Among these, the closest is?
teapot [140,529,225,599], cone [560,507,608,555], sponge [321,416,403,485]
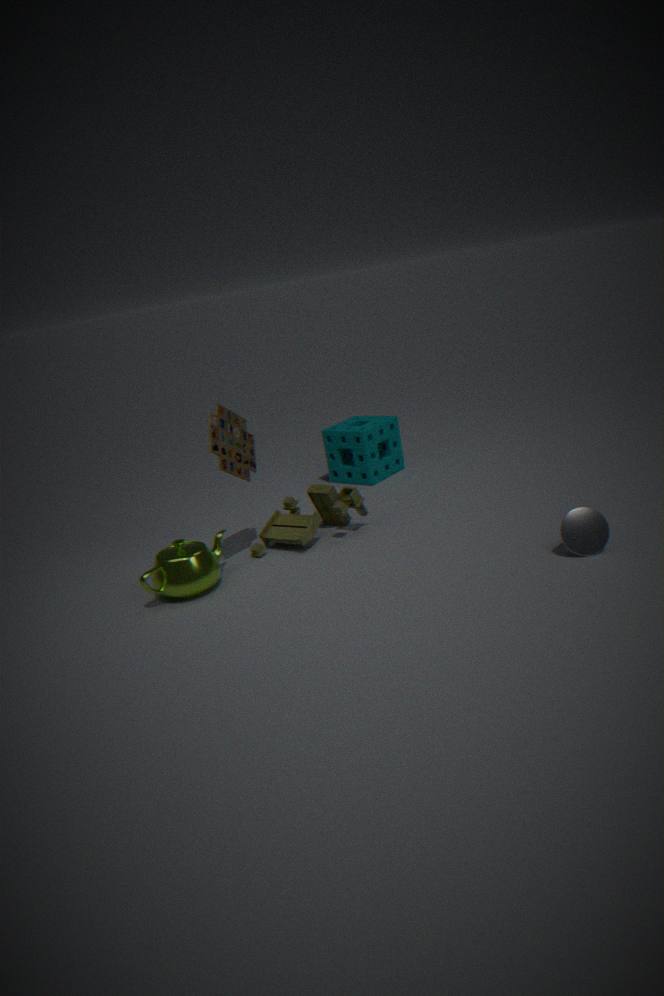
cone [560,507,608,555]
